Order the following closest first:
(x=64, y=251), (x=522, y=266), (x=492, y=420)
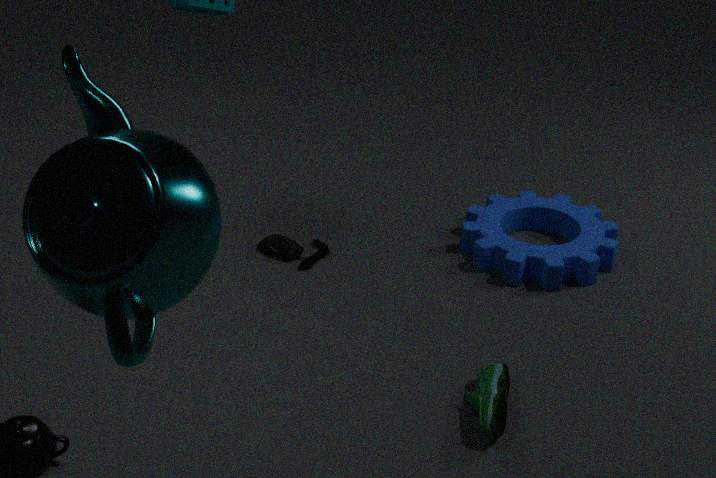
1. (x=64, y=251)
2. (x=492, y=420)
3. (x=522, y=266)
